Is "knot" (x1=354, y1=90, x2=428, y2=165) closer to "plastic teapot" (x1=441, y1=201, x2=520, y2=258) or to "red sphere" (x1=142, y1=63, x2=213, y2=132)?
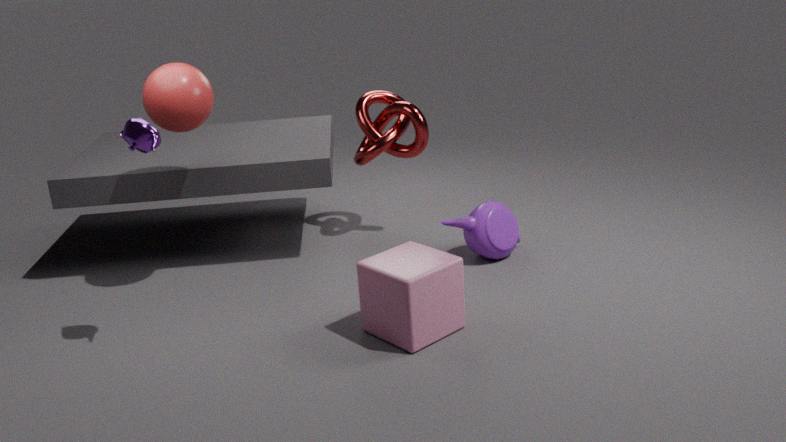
"plastic teapot" (x1=441, y1=201, x2=520, y2=258)
